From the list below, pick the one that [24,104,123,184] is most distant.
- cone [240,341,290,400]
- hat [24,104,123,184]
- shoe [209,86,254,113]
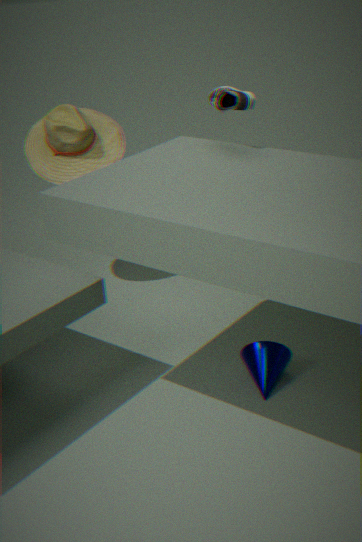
hat [24,104,123,184]
